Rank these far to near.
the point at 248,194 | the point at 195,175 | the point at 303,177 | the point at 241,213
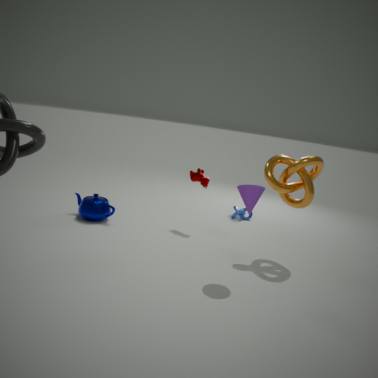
the point at 241,213 < the point at 195,175 < the point at 303,177 < the point at 248,194
